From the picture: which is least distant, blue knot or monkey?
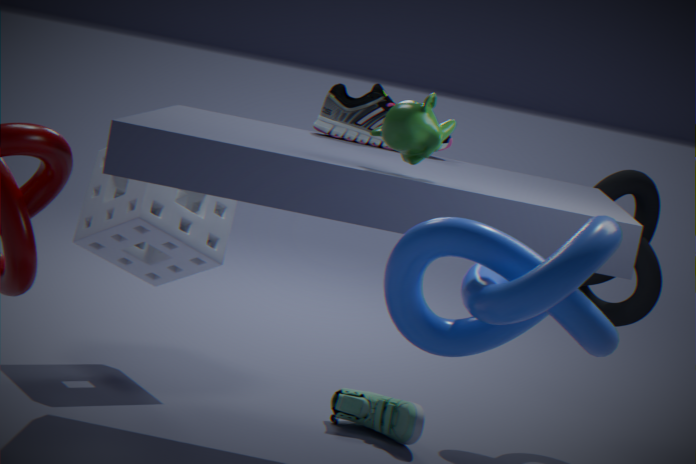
blue knot
